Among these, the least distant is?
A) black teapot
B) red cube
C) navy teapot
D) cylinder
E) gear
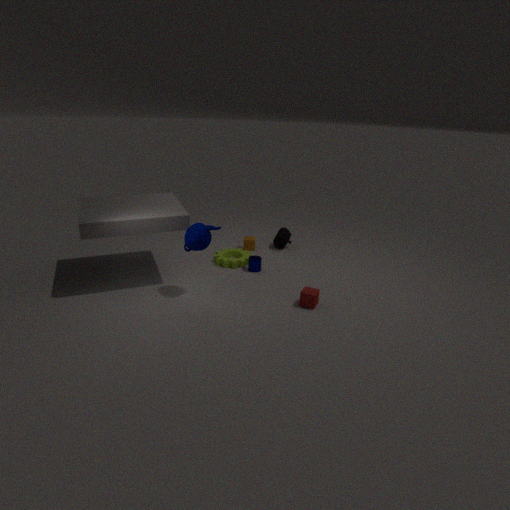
navy teapot
